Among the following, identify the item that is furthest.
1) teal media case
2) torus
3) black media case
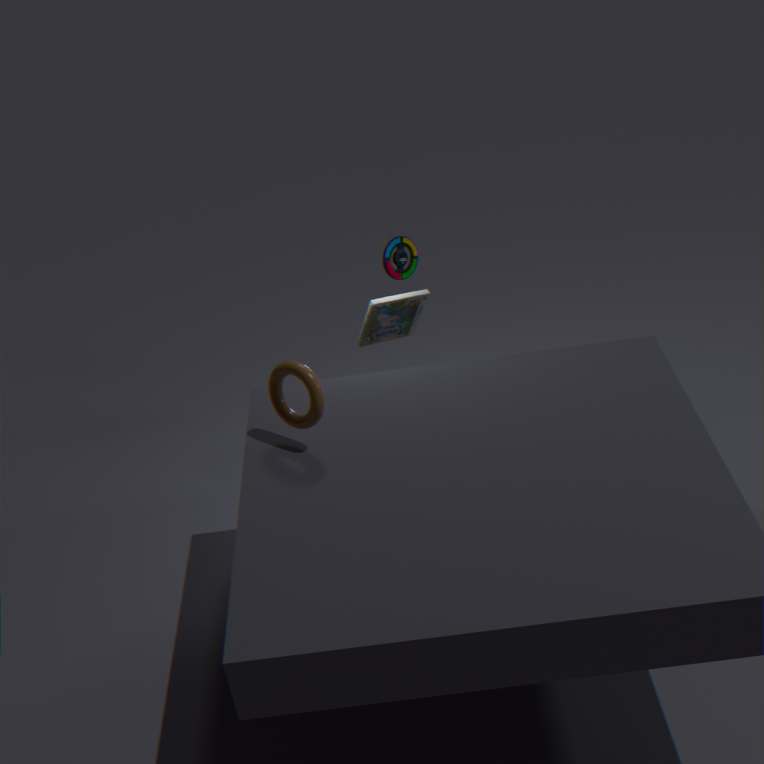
1. teal media case
